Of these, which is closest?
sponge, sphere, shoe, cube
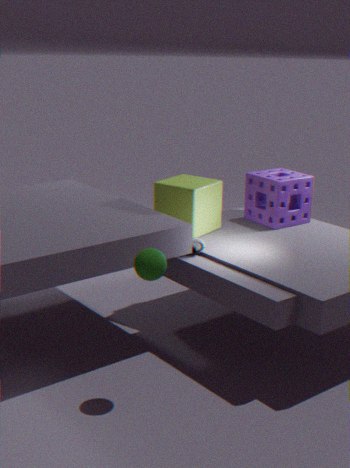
sphere
